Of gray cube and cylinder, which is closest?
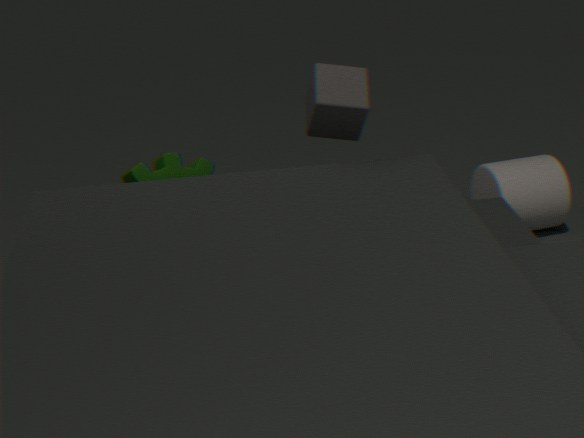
gray cube
